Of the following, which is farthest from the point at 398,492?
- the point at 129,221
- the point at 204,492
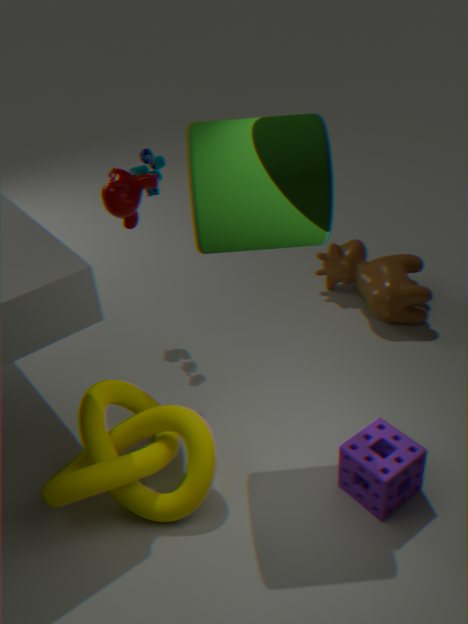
the point at 129,221
